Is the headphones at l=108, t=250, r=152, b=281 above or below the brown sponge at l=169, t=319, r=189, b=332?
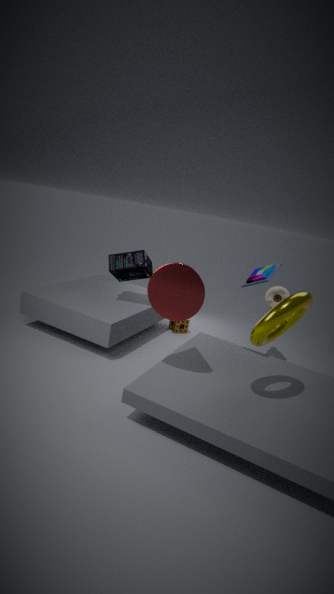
above
